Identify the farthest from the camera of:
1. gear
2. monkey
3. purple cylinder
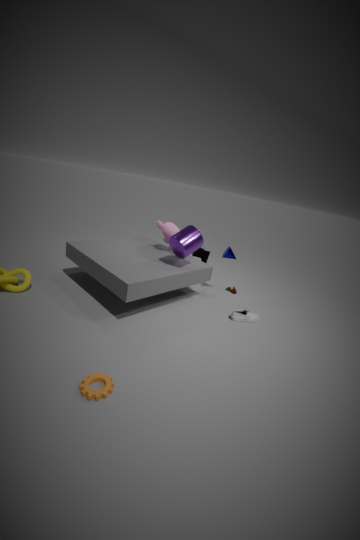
monkey
